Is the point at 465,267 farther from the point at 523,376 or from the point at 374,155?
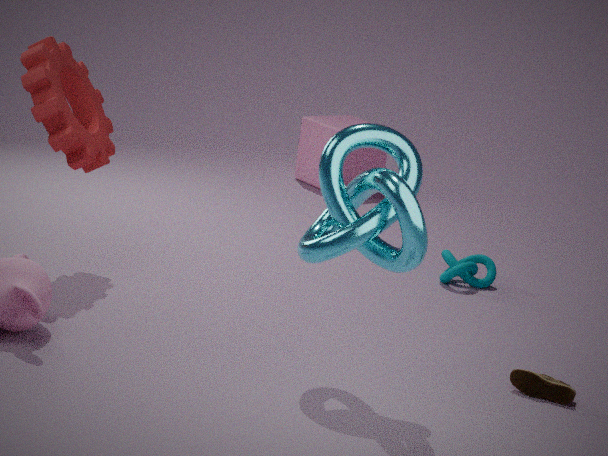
the point at 374,155
